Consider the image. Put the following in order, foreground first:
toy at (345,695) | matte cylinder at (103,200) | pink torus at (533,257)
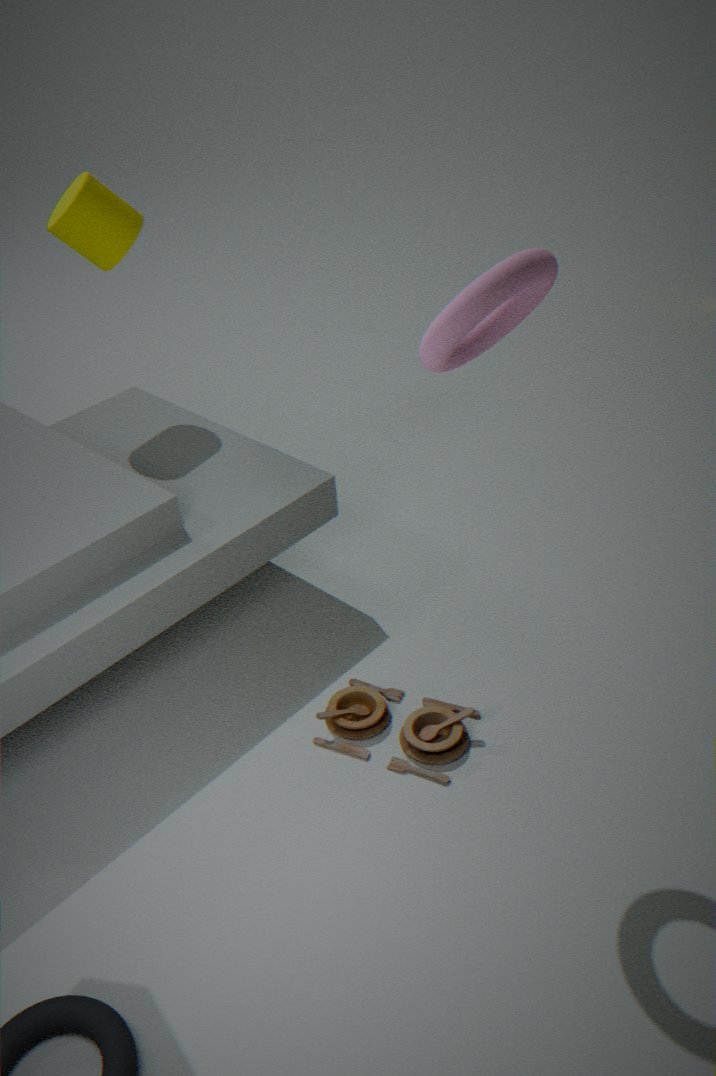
pink torus at (533,257)
toy at (345,695)
matte cylinder at (103,200)
